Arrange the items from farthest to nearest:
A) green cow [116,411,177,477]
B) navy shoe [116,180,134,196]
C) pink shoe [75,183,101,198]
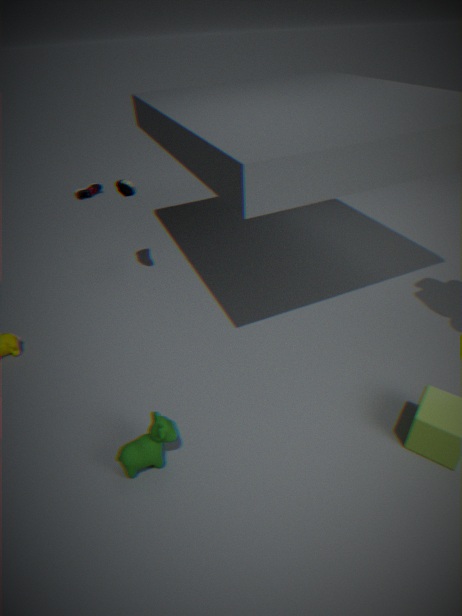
pink shoe [75,183,101,198] → navy shoe [116,180,134,196] → green cow [116,411,177,477]
